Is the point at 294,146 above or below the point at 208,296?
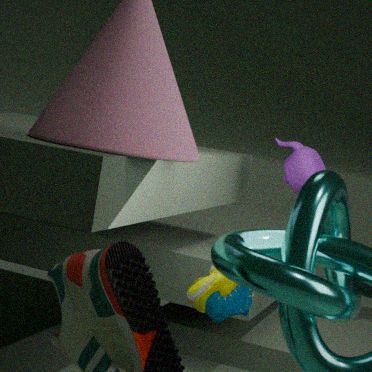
above
